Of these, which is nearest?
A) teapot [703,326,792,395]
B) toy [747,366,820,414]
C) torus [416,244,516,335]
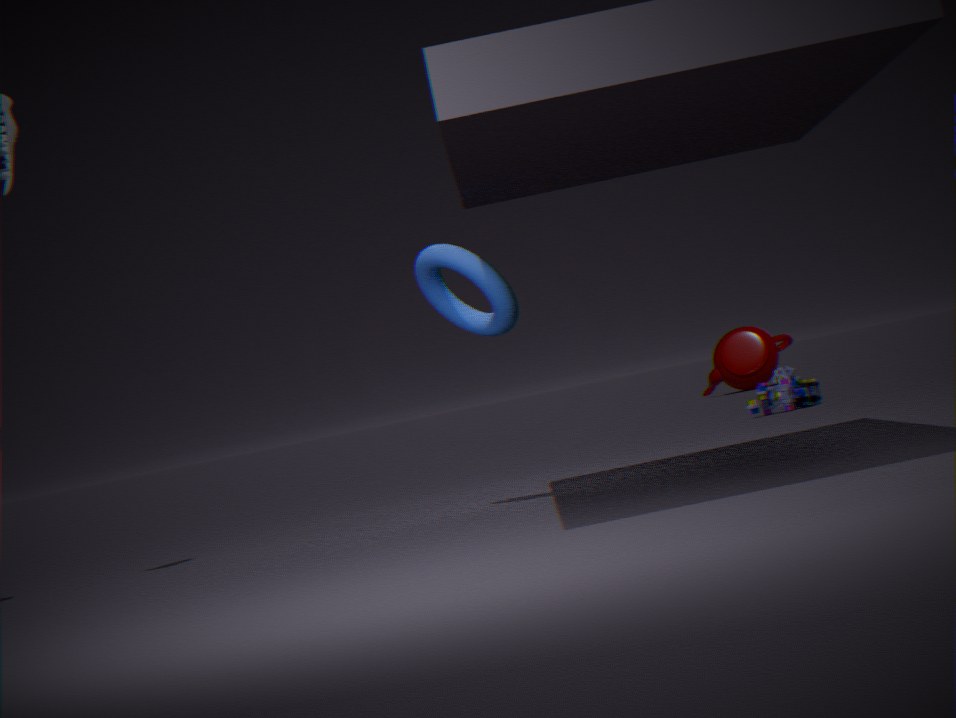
torus [416,244,516,335]
